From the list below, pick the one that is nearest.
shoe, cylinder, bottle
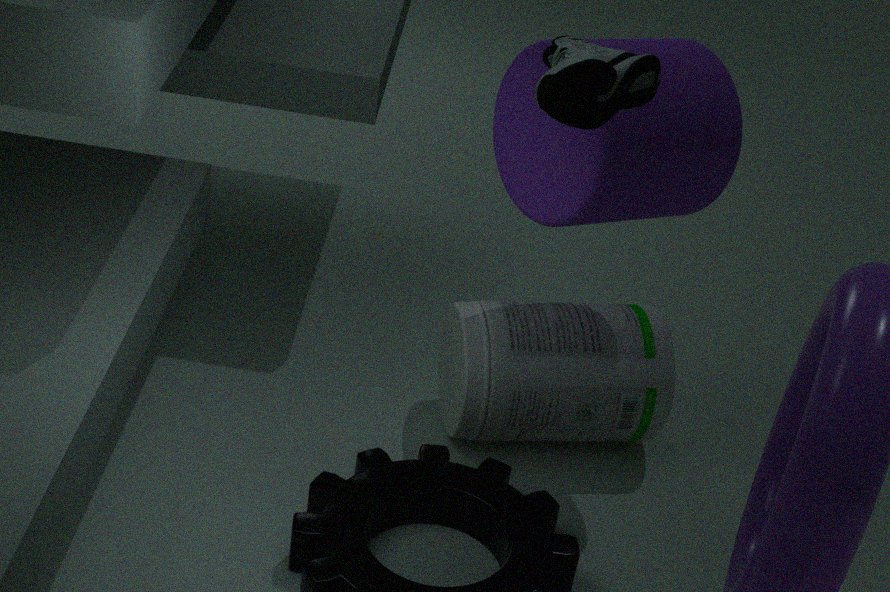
shoe
